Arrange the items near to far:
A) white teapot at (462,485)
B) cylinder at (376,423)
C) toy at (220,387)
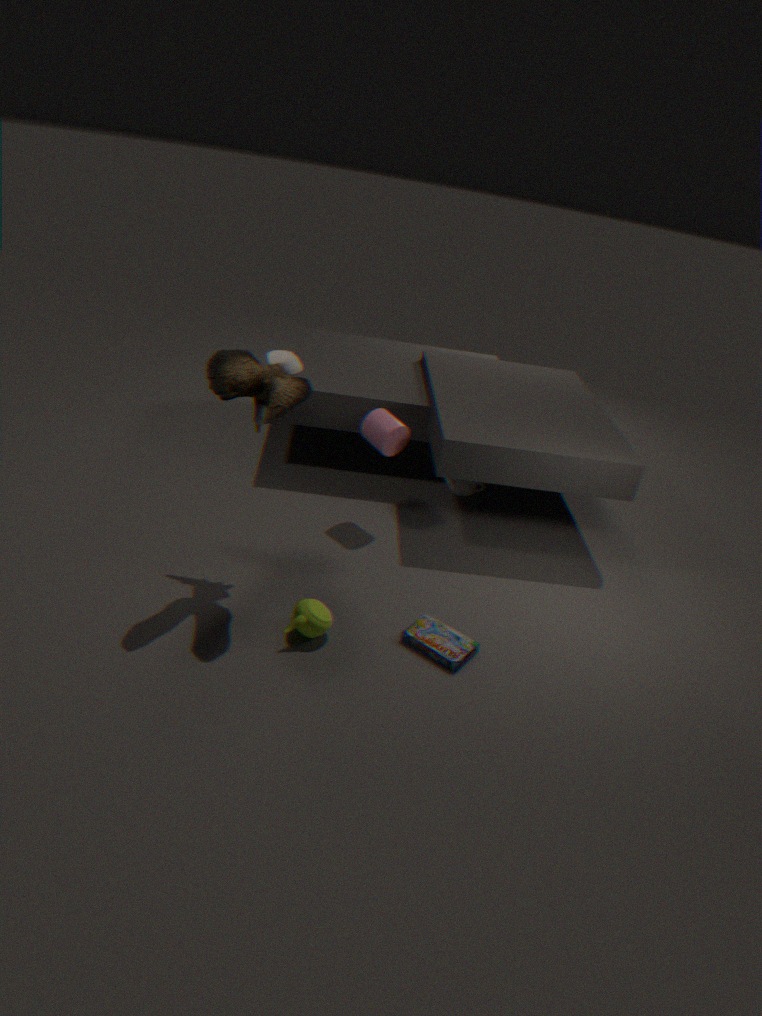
toy at (220,387) → cylinder at (376,423) → white teapot at (462,485)
